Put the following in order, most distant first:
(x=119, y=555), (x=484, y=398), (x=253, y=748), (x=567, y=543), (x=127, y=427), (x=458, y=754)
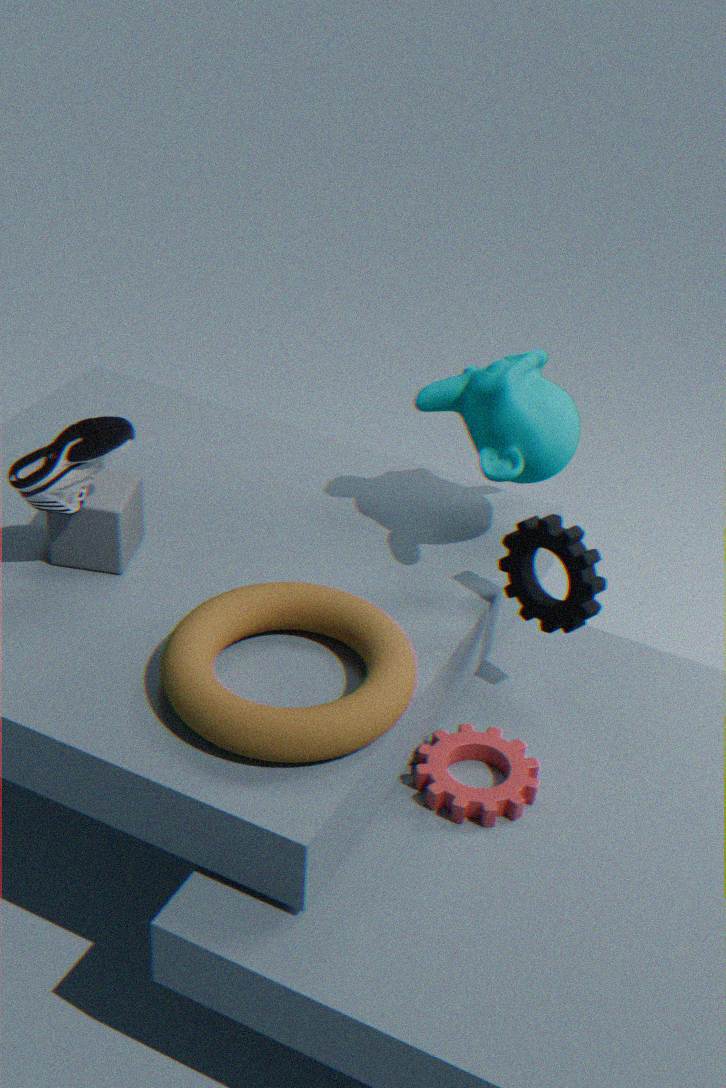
(x=119, y=555) < (x=484, y=398) < (x=458, y=754) < (x=567, y=543) < (x=127, y=427) < (x=253, y=748)
